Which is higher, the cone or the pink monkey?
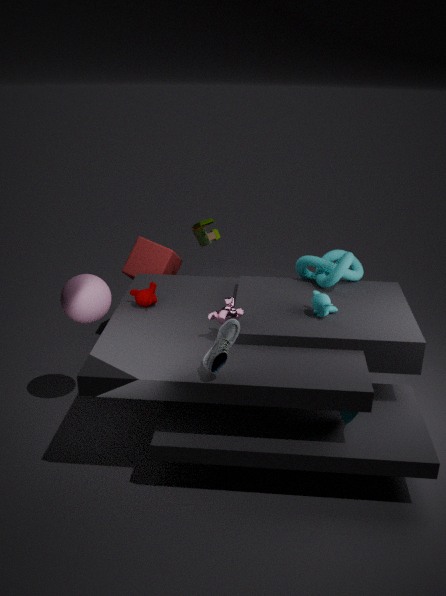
the pink monkey
